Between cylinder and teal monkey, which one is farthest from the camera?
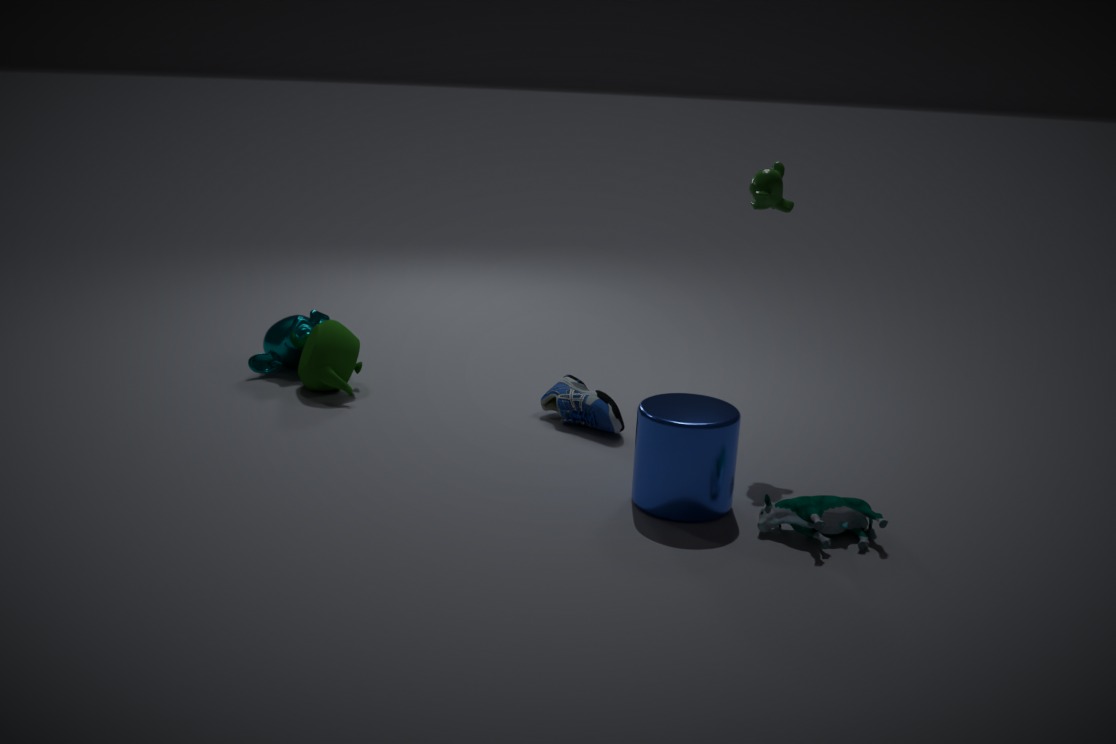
teal monkey
